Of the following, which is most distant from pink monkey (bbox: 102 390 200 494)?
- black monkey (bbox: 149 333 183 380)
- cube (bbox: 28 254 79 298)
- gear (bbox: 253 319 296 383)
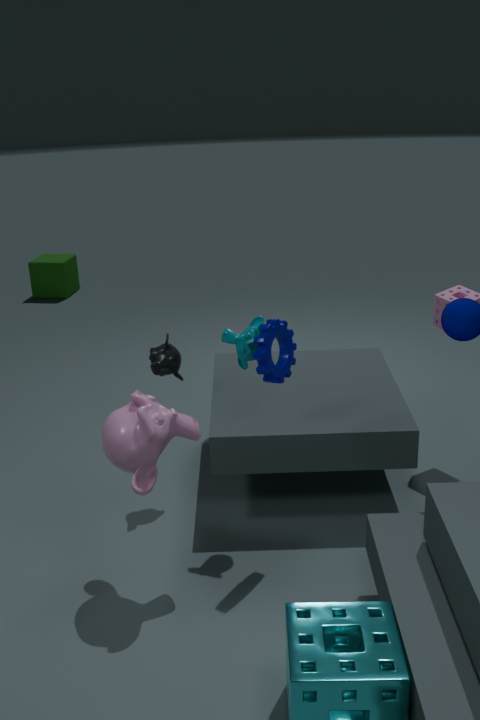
cube (bbox: 28 254 79 298)
